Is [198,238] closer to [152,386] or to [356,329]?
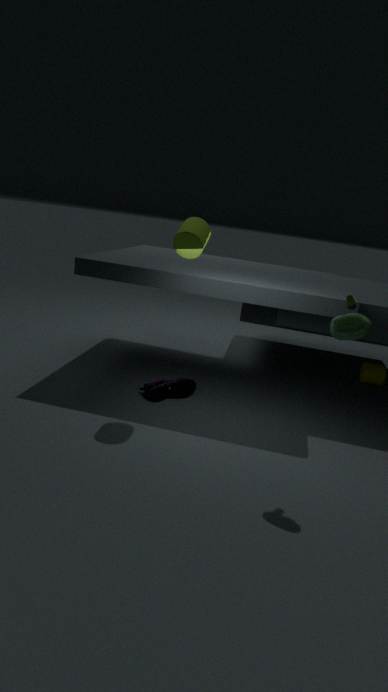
[152,386]
